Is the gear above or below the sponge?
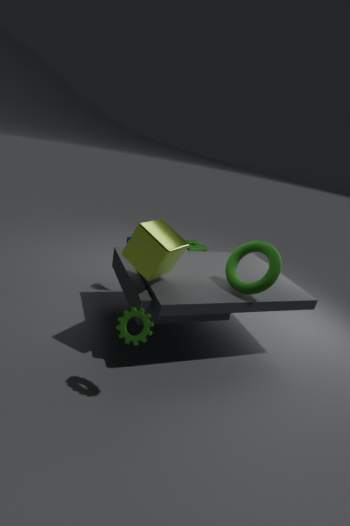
above
